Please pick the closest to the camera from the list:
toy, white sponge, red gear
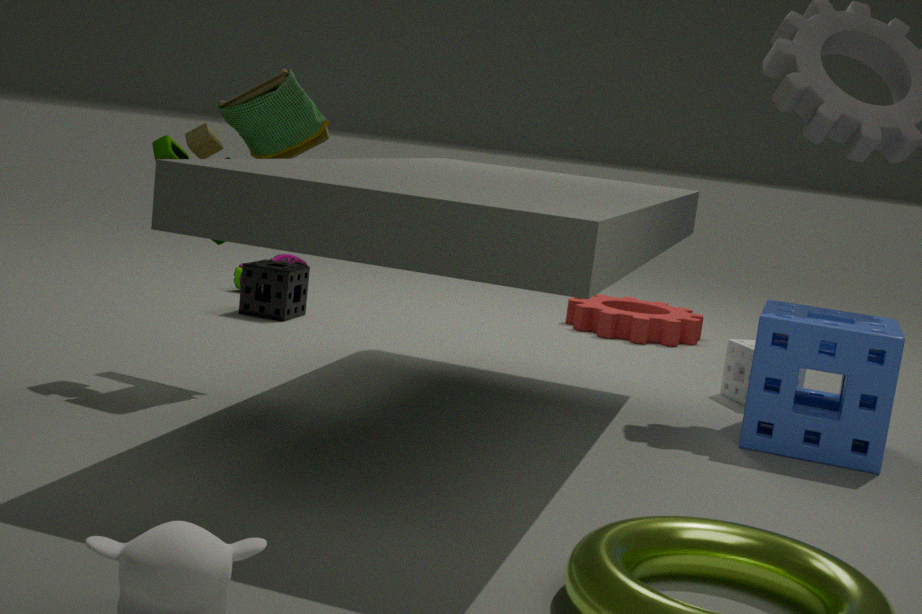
toy
